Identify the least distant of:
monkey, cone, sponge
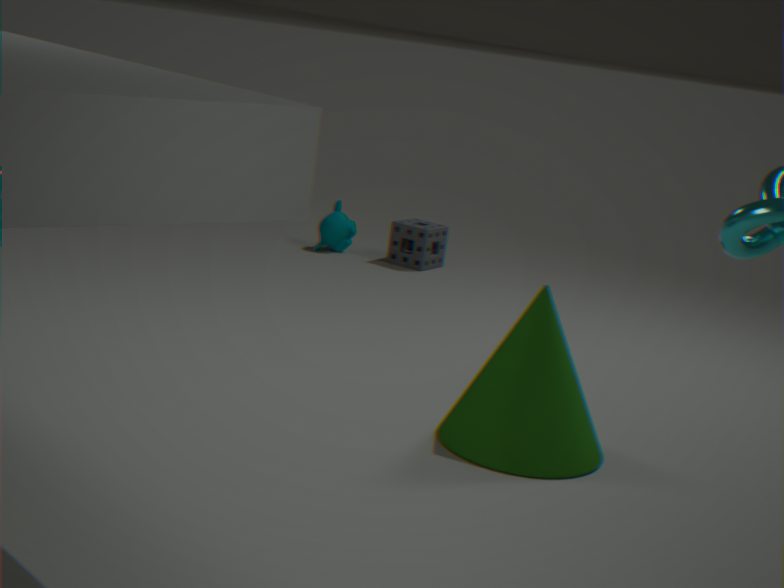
cone
